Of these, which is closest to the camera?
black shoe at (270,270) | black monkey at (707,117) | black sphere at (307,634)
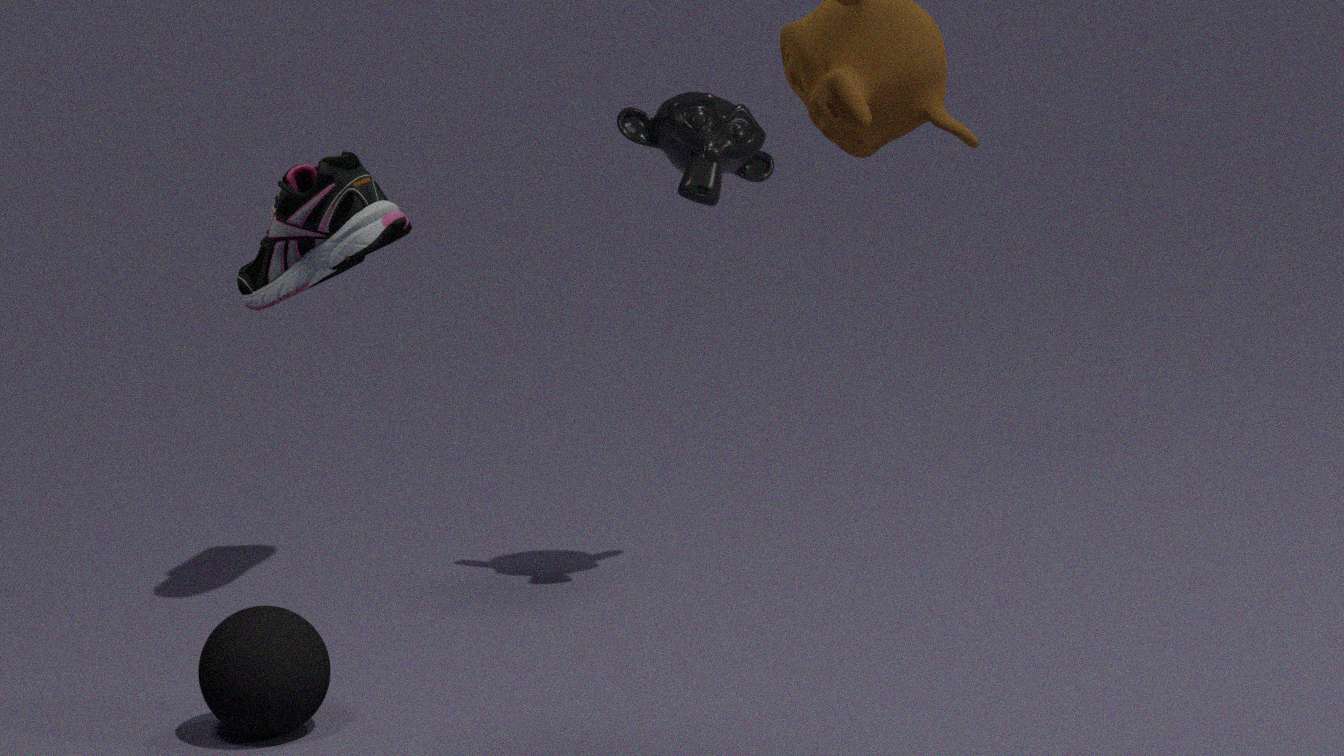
black shoe at (270,270)
